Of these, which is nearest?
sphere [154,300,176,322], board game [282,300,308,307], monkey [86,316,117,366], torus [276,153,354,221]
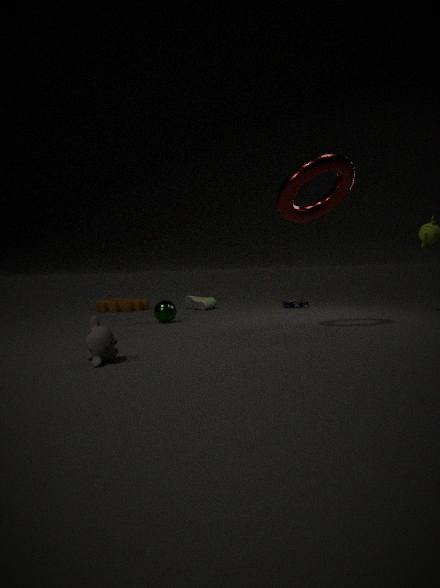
monkey [86,316,117,366]
